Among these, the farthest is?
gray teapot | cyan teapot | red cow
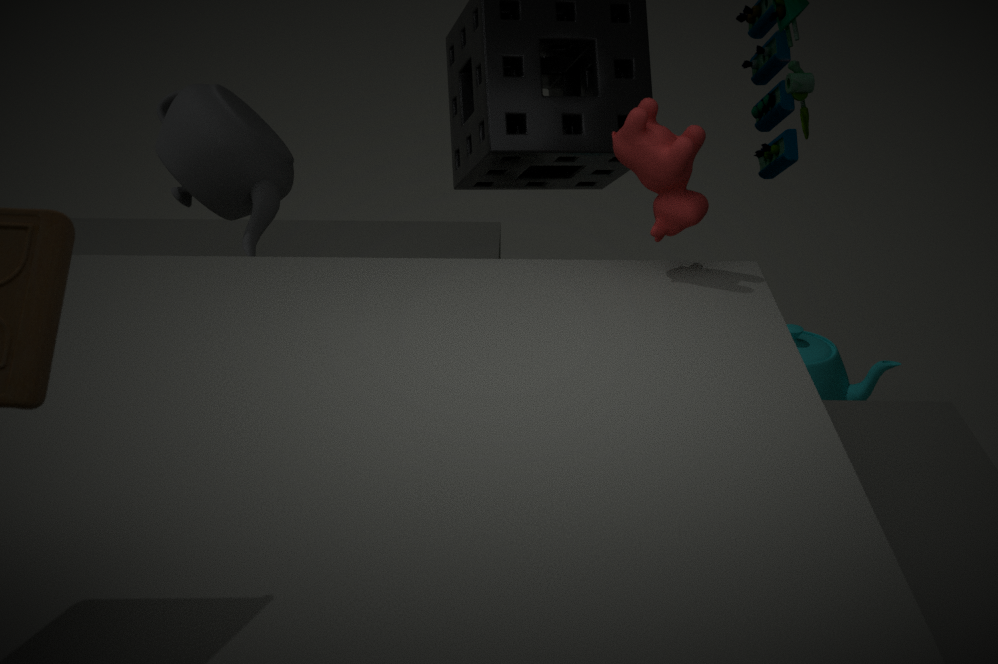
cyan teapot
